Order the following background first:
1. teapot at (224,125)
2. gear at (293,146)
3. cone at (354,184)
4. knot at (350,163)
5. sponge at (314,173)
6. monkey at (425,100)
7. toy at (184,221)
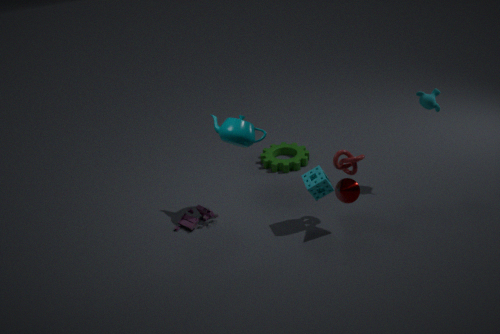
gear at (293,146), toy at (184,221), monkey at (425,100), teapot at (224,125), sponge at (314,173), knot at (350,163), cone at (354,184)
